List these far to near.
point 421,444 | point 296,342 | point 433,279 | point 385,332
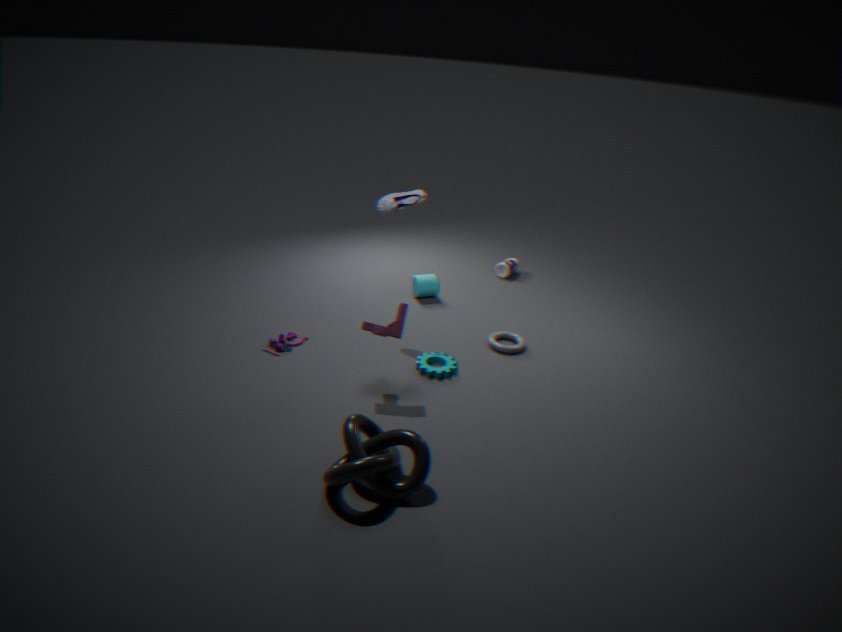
point 433,279
point 296,342
point 385,332
point 421,444
